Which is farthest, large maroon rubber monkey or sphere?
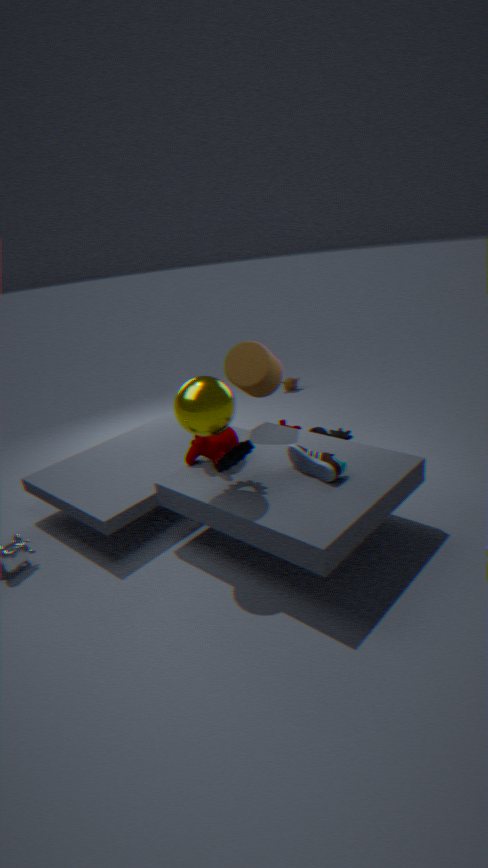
large maroon rubber monkey
